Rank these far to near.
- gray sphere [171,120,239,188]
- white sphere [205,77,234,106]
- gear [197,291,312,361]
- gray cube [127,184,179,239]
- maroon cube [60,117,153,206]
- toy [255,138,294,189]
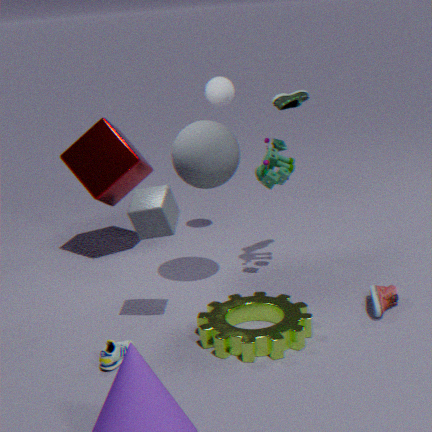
white sphere [205,77,234,106], maroon cube [60,117,153,206], toy [255,138,294,189], gray sphere [171,120,239,188], gray cube [127,184,179,239], gear [197,291,312,361]
